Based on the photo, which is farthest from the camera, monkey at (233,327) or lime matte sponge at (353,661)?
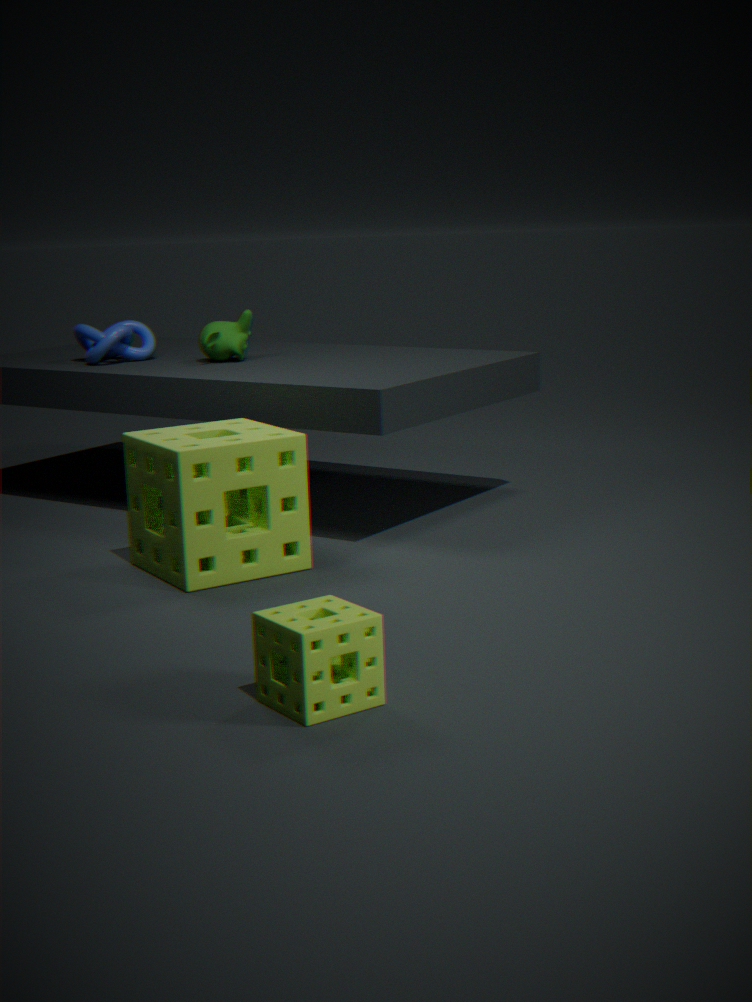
monkey at (233,327)
